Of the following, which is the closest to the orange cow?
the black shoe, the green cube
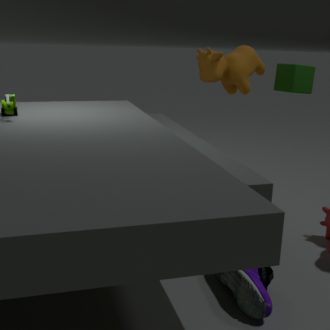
the green cube
